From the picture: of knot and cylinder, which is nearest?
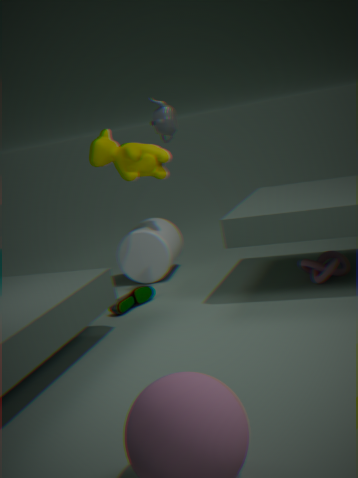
knot
